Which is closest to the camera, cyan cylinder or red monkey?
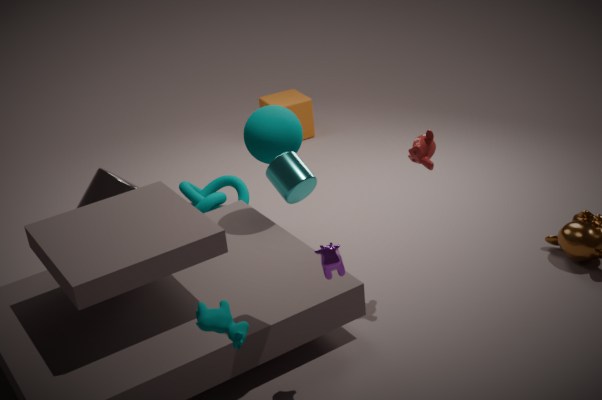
cyan cylinder
